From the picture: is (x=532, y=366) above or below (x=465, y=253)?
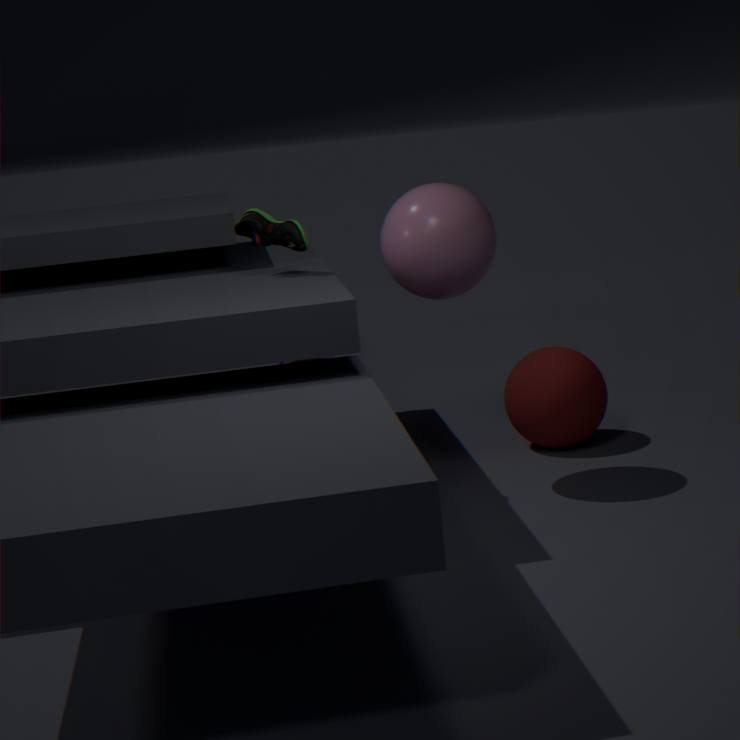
below
